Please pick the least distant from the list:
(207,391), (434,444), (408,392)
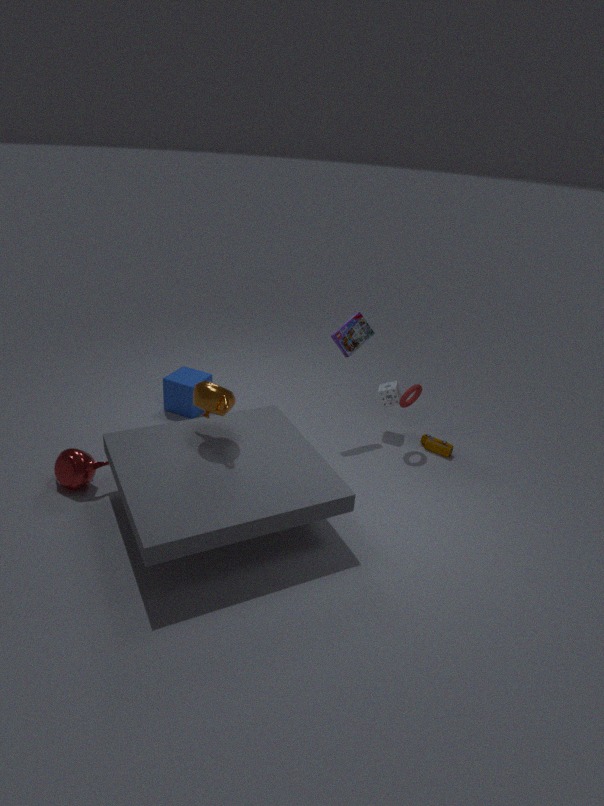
(207,391)
